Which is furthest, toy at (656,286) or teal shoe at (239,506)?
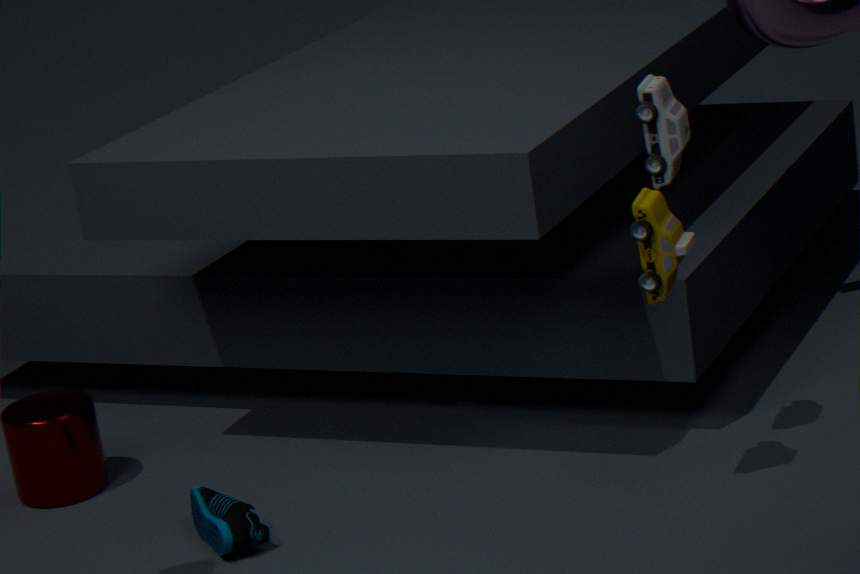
teal shoe at (239,506)
